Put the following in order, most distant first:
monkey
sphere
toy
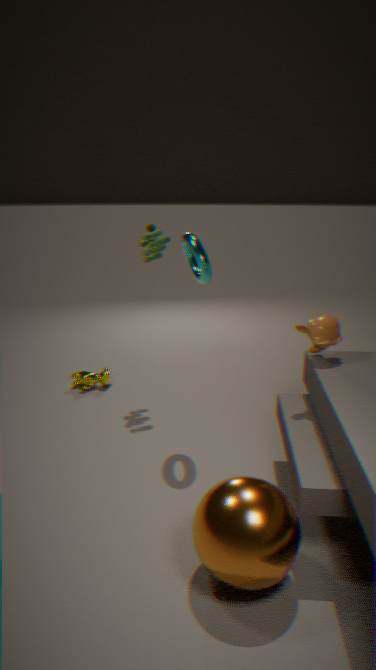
1. toy
2. monkey
3. sphere
